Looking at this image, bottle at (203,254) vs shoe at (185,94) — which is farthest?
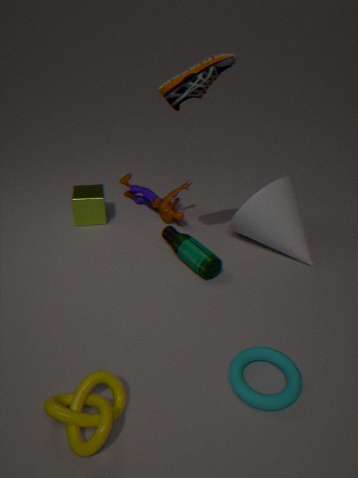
bottle at (203,254)
